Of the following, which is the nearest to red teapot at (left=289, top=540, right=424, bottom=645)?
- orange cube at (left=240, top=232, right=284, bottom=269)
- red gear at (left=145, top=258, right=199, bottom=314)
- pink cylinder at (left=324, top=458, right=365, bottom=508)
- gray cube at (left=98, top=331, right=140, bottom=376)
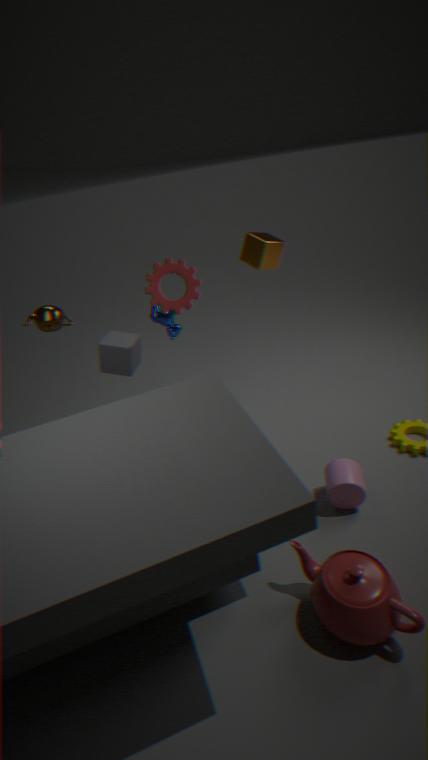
pink cylinder at (left=324, top=458, right=365, bottom=508)
